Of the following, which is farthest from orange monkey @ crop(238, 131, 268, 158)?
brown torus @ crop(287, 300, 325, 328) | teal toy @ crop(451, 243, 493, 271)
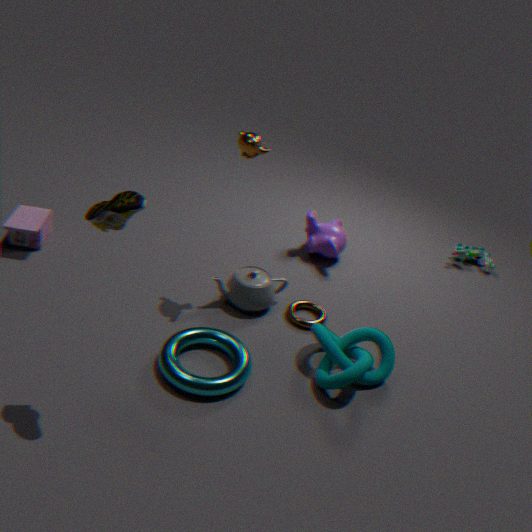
teal toy @ crop(451, 243, 493, 271)
